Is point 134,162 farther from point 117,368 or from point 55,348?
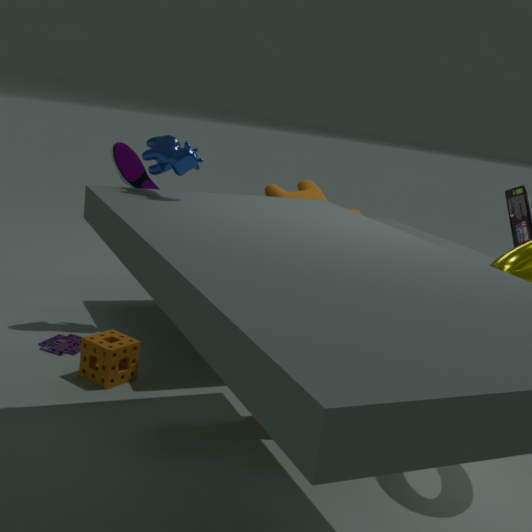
point 117,368
